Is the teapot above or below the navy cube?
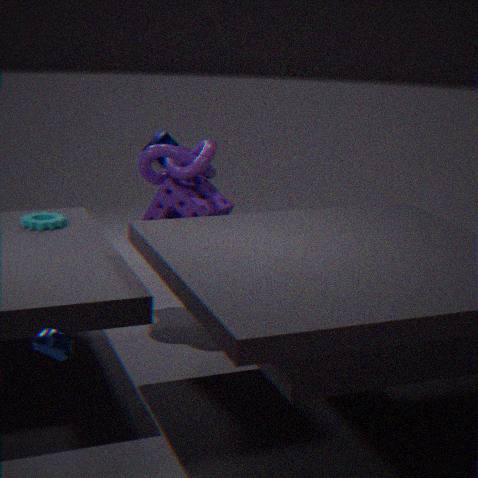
below
